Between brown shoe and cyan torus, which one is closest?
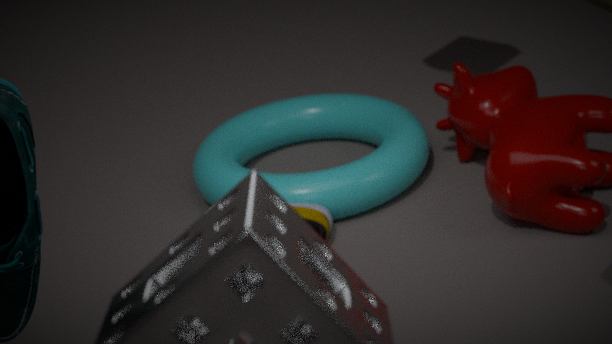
brown shoe
